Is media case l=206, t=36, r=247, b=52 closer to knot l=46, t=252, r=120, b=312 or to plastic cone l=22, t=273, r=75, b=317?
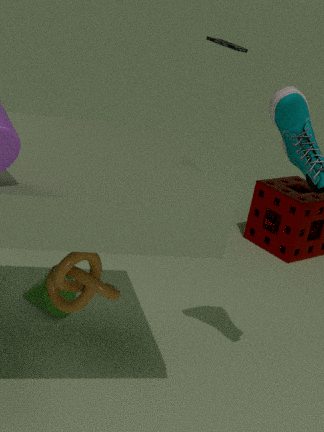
plastic cone l=22, t=273, r=75, b=317
